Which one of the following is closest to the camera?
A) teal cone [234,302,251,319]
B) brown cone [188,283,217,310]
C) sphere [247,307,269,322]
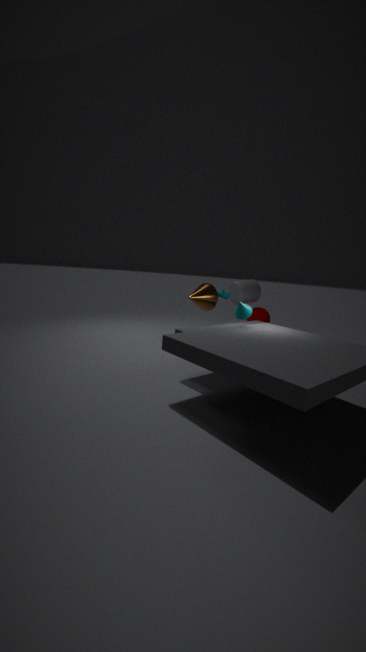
teal cone [234,302,251,319]
